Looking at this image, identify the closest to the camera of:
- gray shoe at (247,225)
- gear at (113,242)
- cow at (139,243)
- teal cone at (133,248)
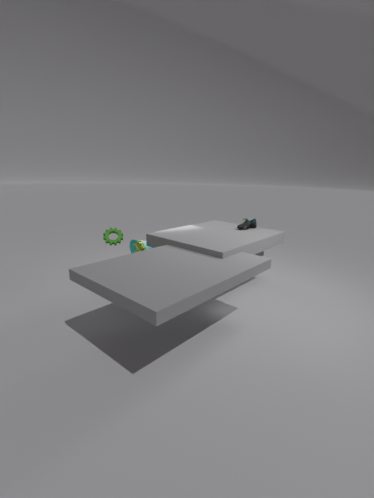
cow at (139,243)
